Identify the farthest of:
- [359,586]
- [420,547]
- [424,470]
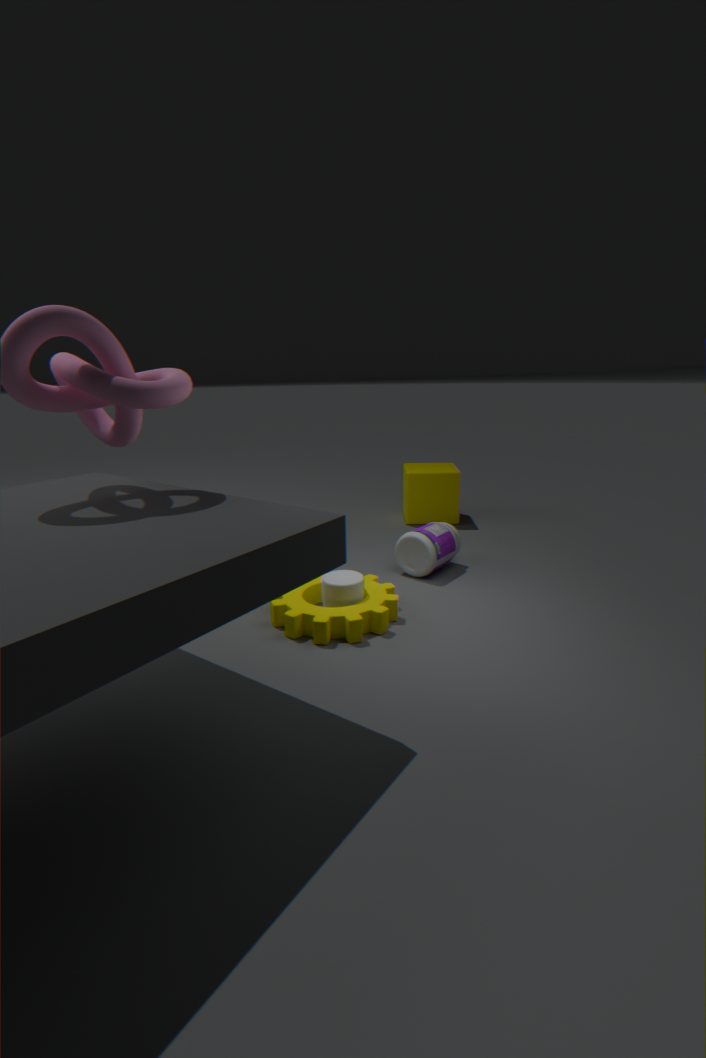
[424,470]
